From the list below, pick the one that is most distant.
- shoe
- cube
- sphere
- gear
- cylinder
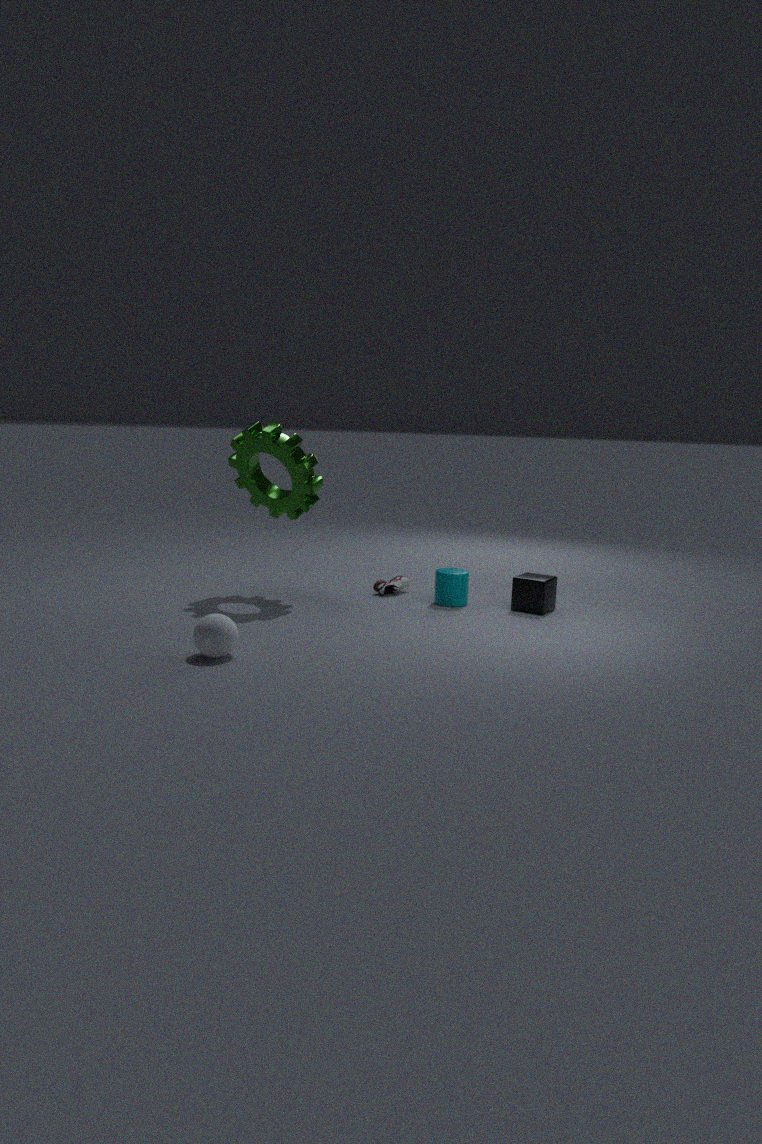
shoe
